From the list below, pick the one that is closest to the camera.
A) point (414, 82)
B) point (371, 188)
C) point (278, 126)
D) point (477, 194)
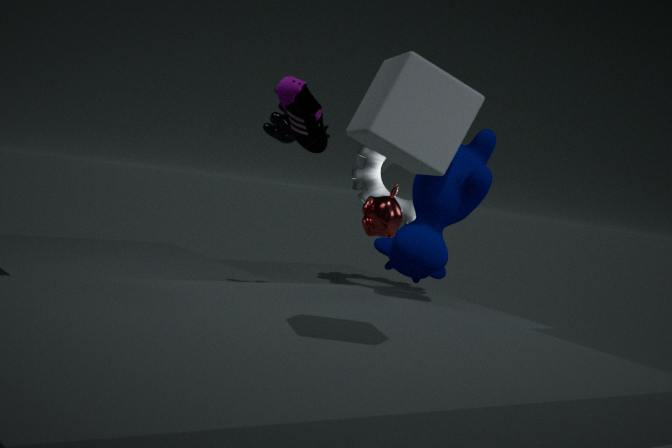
point (414, 82)
